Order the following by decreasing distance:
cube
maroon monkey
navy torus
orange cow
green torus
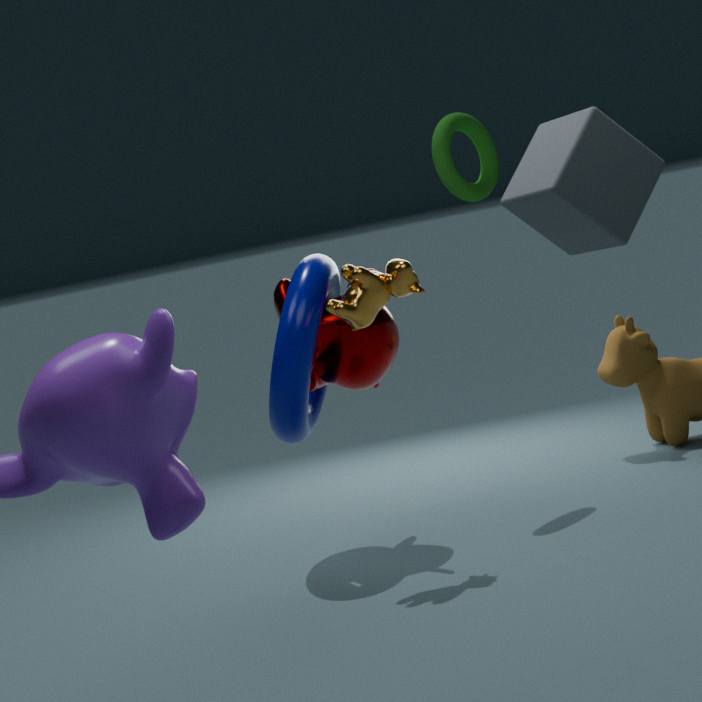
green torus
maroon monkey
navy torus
orange cow
cube
